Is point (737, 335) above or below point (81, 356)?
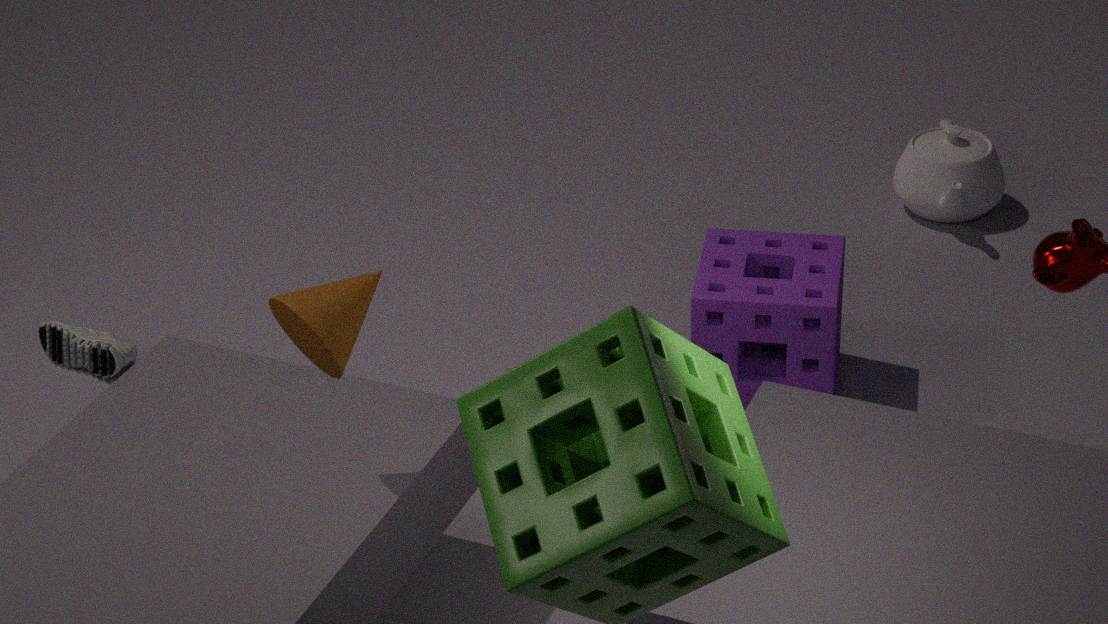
above
